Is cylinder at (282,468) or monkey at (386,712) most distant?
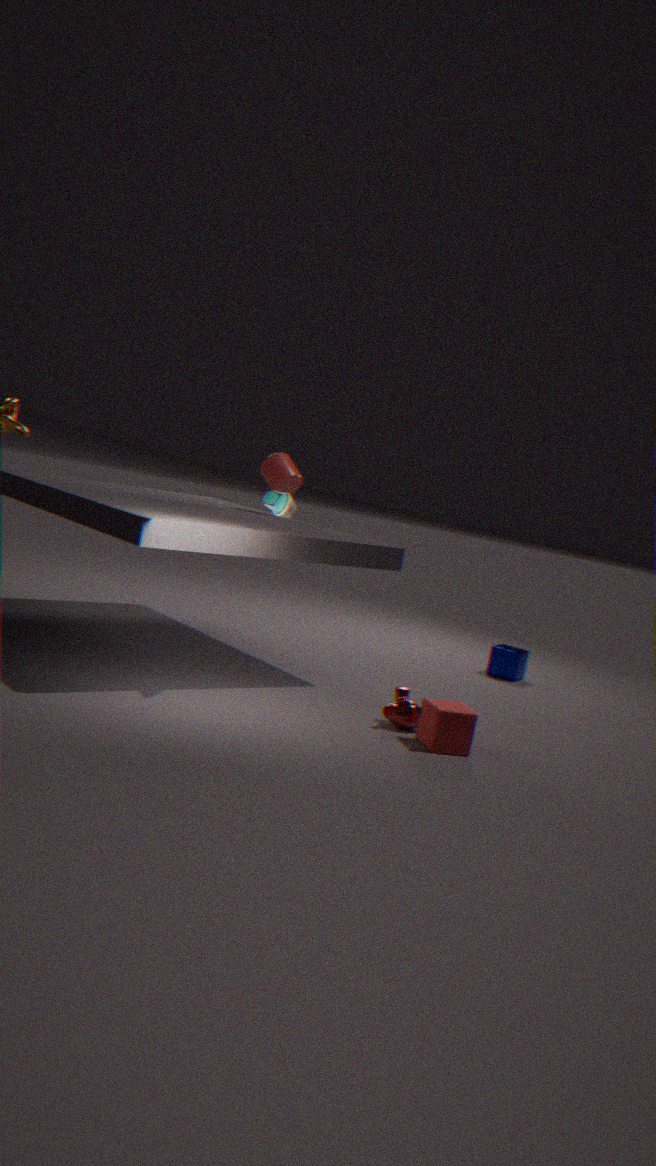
cylinder at (282,468)
